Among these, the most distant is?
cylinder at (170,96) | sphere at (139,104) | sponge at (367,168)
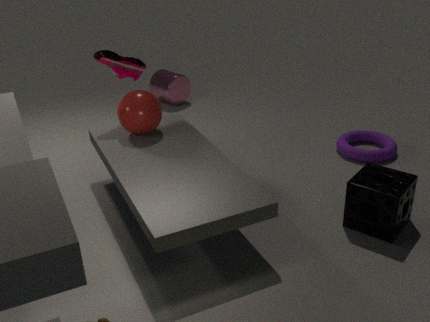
cylinder at (170,96)
